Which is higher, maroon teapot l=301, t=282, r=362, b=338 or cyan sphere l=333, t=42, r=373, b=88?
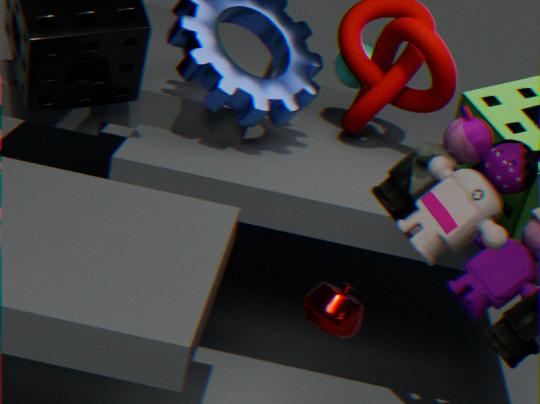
cyan sphere l=333, t=42, r=373, b=88
